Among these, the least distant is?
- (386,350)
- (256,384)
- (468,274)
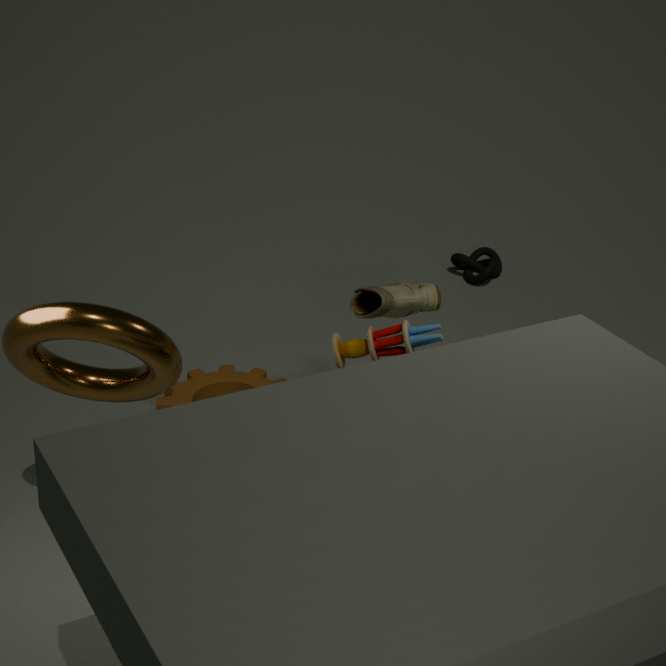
(386,350)
